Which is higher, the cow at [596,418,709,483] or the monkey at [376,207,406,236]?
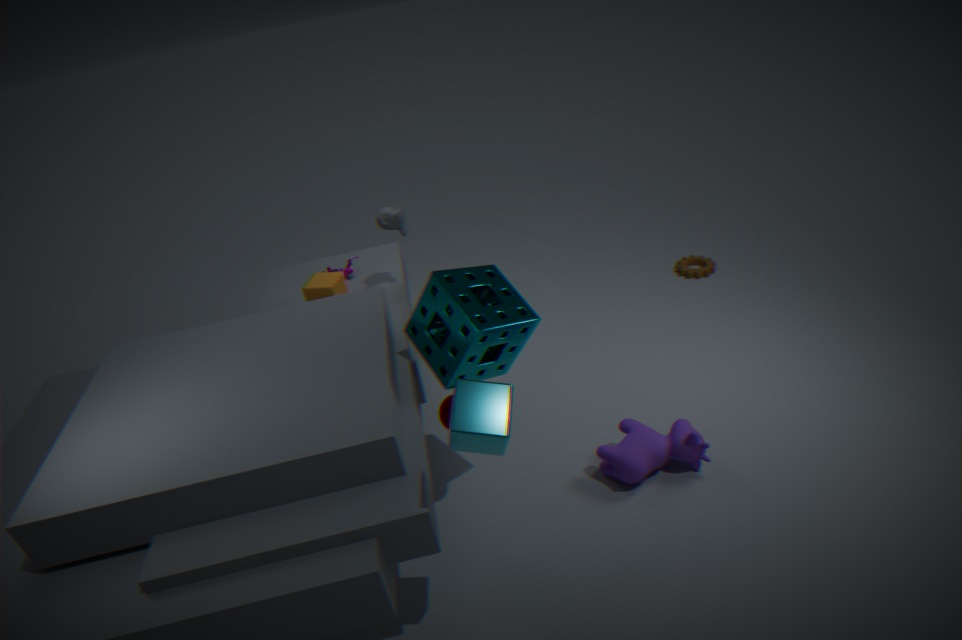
the monkey at [376,207,406,236]
